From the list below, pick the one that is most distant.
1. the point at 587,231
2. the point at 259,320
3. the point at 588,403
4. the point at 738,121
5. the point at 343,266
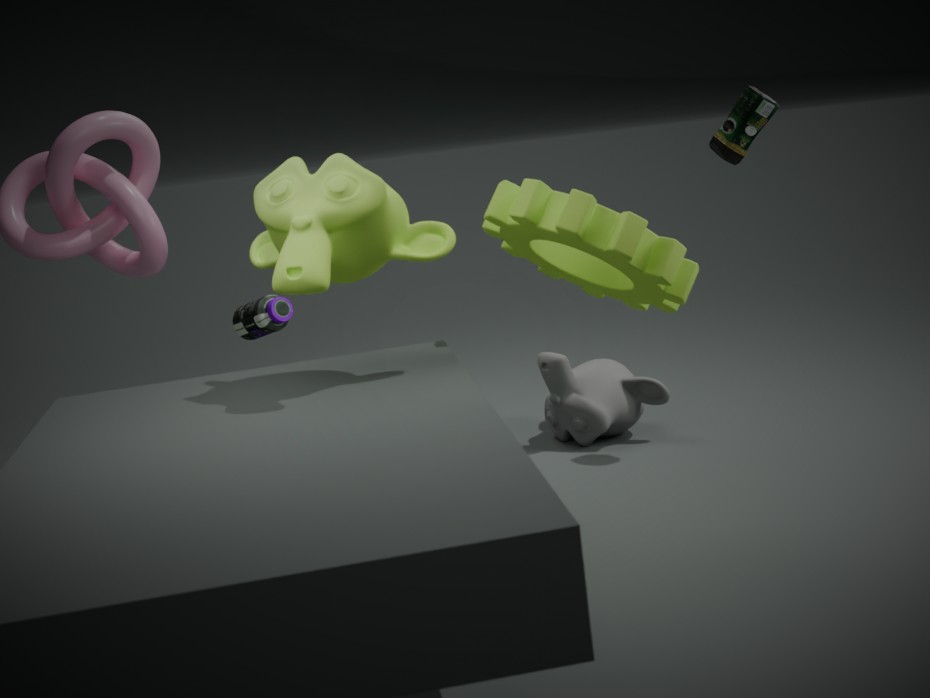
the point at 588,403
